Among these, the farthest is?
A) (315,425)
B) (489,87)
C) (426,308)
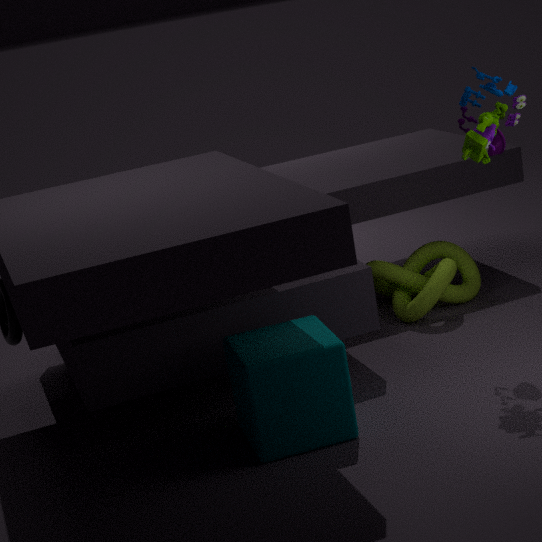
(426,308)
